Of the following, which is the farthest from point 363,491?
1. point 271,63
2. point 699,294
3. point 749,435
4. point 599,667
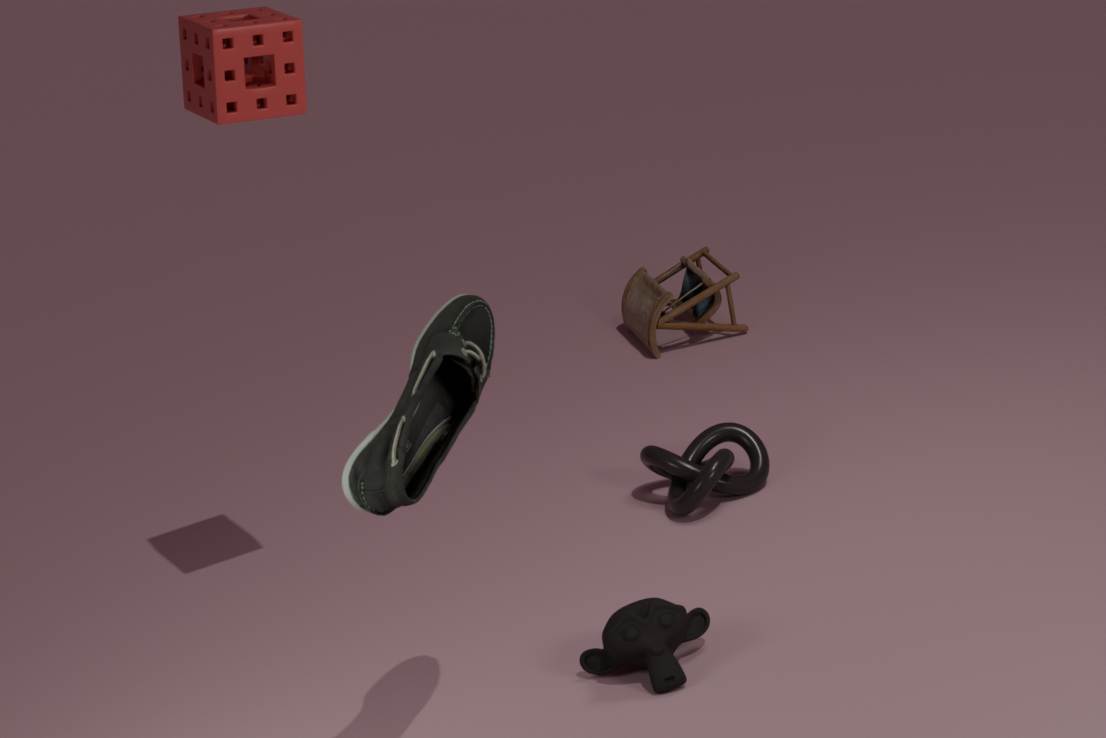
point 699,294
